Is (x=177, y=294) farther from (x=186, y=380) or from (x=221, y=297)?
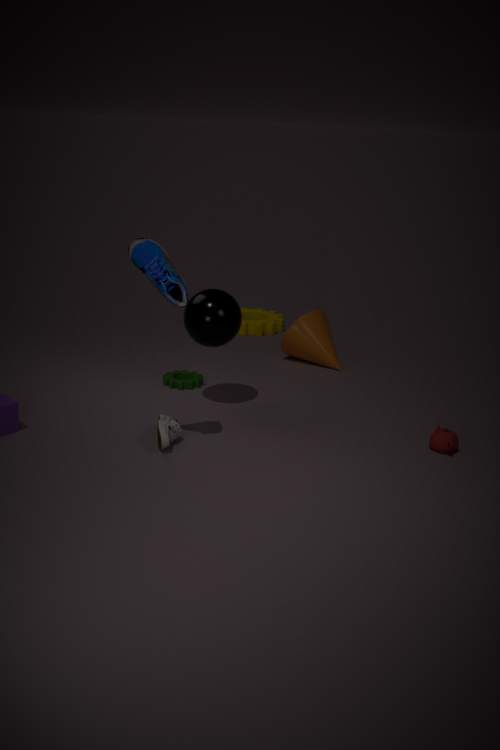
(x=186, y=380)
